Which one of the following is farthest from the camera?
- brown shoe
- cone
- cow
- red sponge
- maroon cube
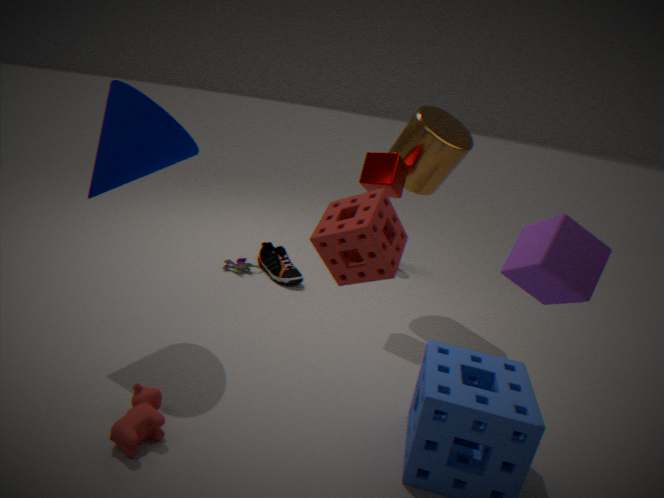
brown shoe
